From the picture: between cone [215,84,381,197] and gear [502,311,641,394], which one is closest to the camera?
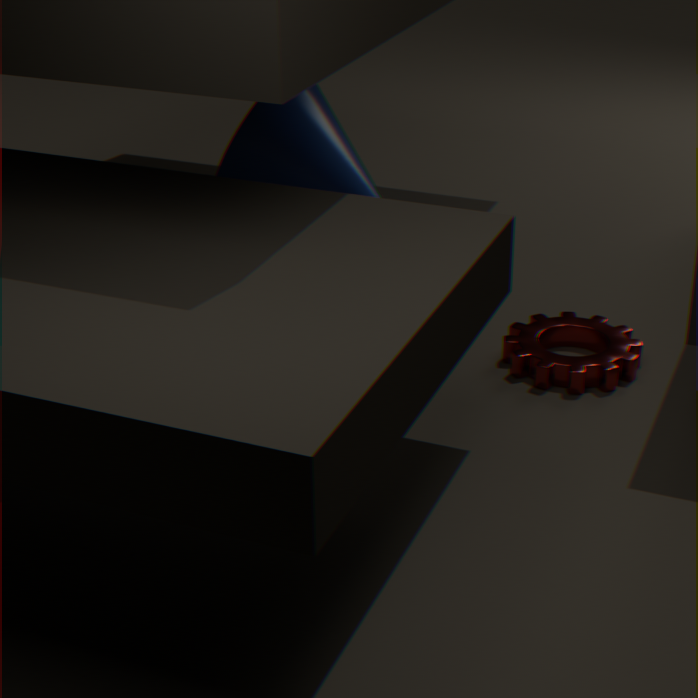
gear [502,311,641,394]
